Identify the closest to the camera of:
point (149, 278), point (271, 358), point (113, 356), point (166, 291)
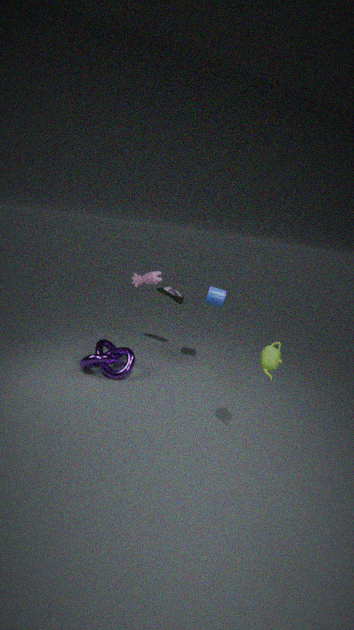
point (271, 358)
